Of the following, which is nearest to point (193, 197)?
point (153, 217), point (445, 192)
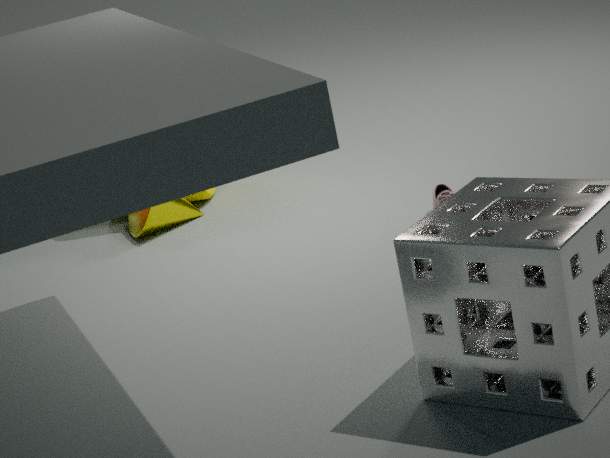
point (153, 217)
